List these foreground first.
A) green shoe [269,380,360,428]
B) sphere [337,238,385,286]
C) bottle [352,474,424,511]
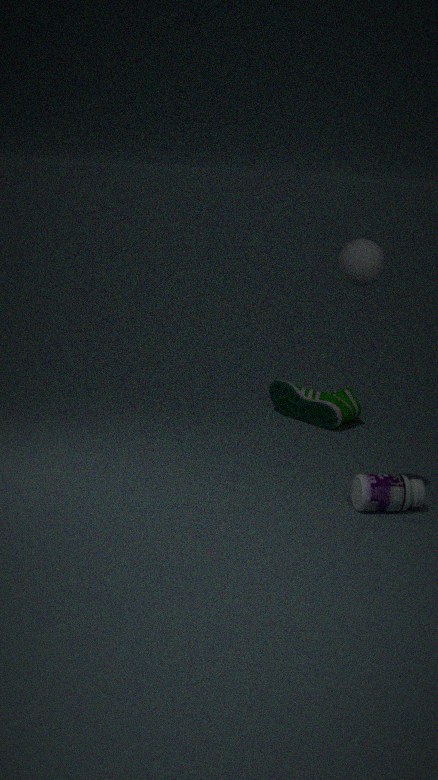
sphere [337,238,385,286] → bottle [352,474,424,511] → green shoe [269,380,360,428]
